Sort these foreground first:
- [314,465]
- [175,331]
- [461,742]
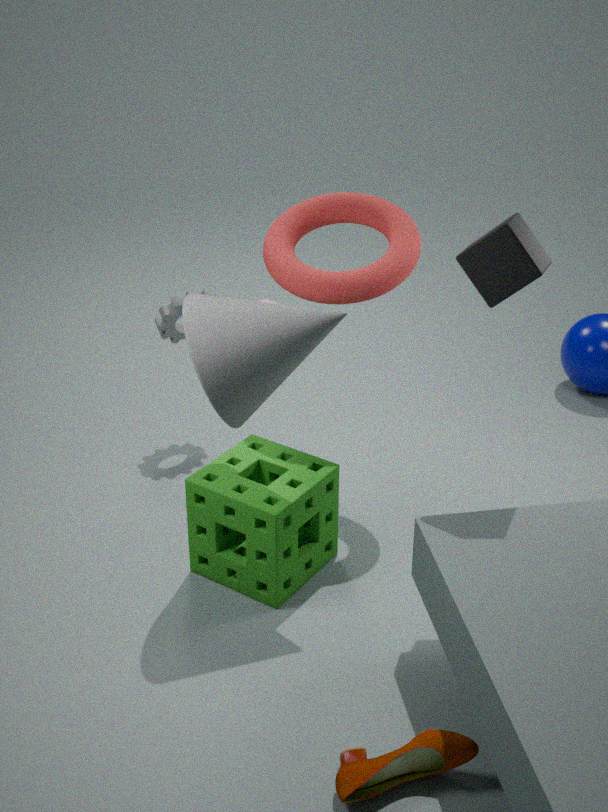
[461,742] → [314,465] → [175,331]
